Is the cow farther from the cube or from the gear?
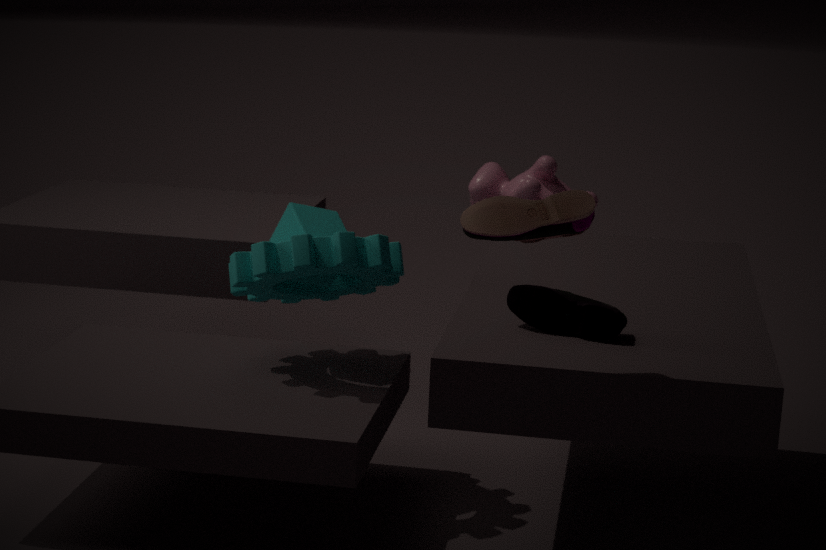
the cube
